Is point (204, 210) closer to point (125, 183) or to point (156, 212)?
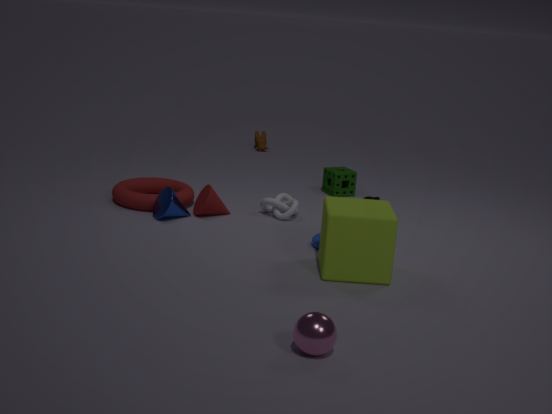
point (156, 212)
